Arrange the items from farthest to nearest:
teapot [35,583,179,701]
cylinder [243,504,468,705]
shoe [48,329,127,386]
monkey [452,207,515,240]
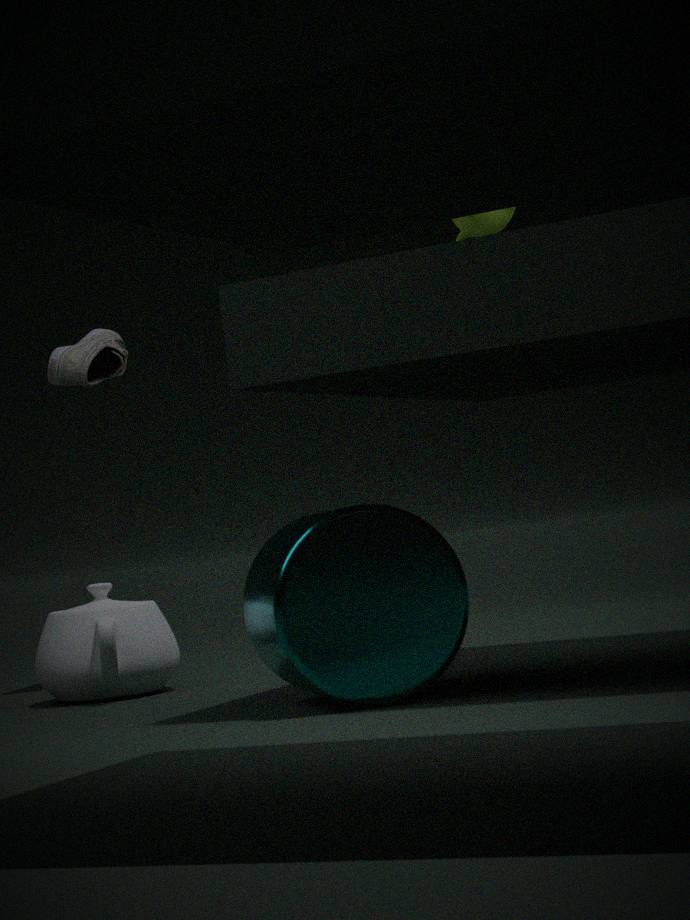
1. shoe [48,329,127,386]
2. monkey [452,207,515,240]
3. teapot [35,583,179,701]
4. cylinder [243,504,468,705]
